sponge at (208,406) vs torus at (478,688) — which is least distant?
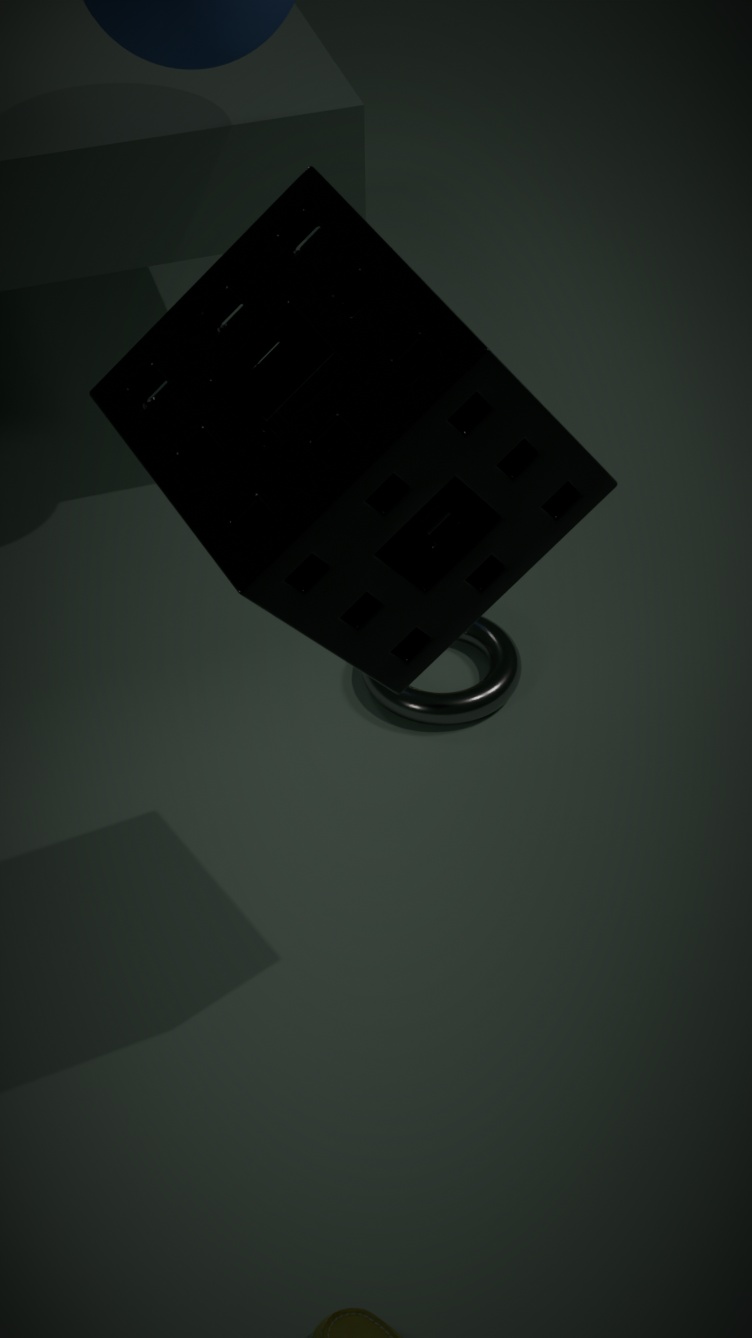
sponge at (208,406)
